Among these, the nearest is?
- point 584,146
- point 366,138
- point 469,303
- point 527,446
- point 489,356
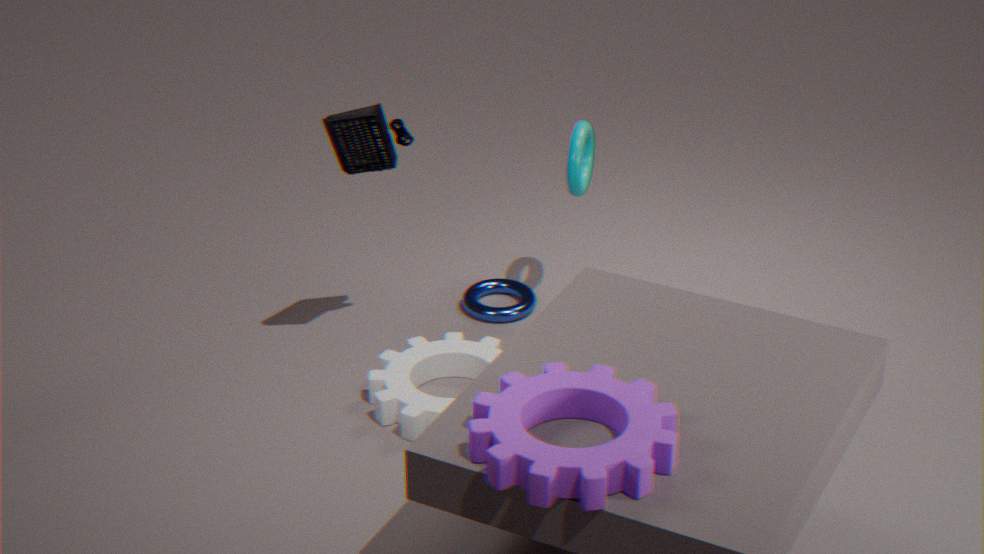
point 527,446
